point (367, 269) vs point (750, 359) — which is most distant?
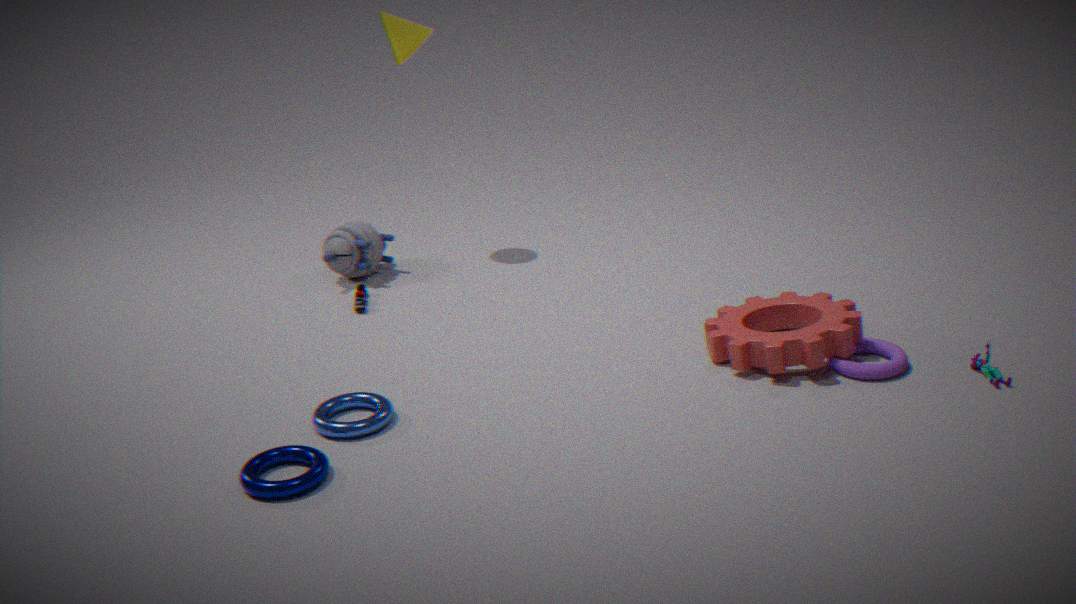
point (367, 269)
